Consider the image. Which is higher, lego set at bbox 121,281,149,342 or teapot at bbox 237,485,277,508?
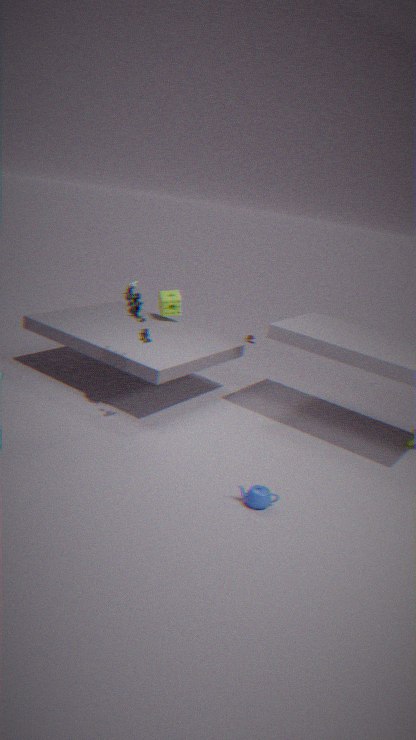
lego set at bbox 121,281,149,342
